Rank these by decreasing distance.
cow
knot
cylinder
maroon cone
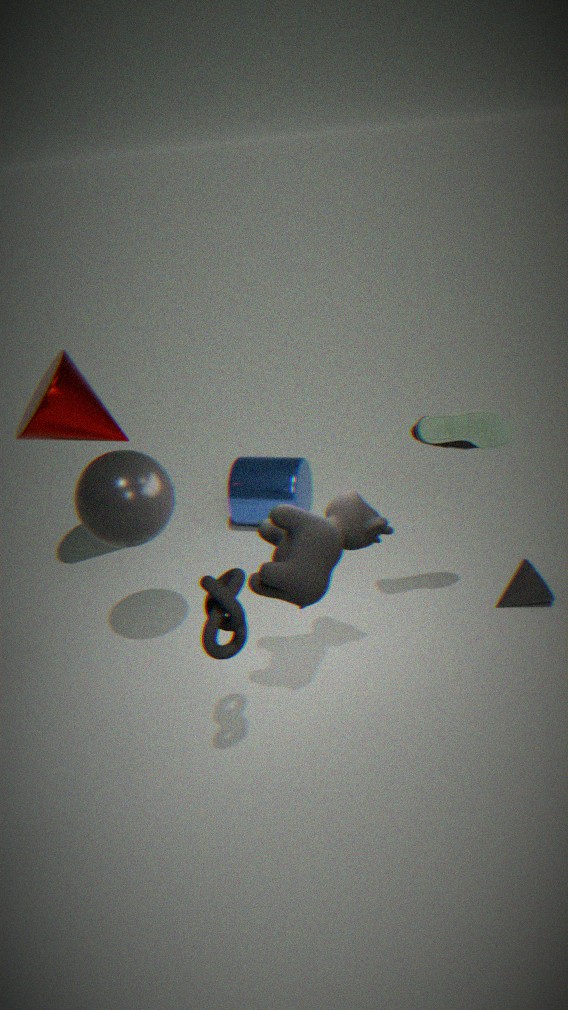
cylinder → maroon cone → cow → knot
